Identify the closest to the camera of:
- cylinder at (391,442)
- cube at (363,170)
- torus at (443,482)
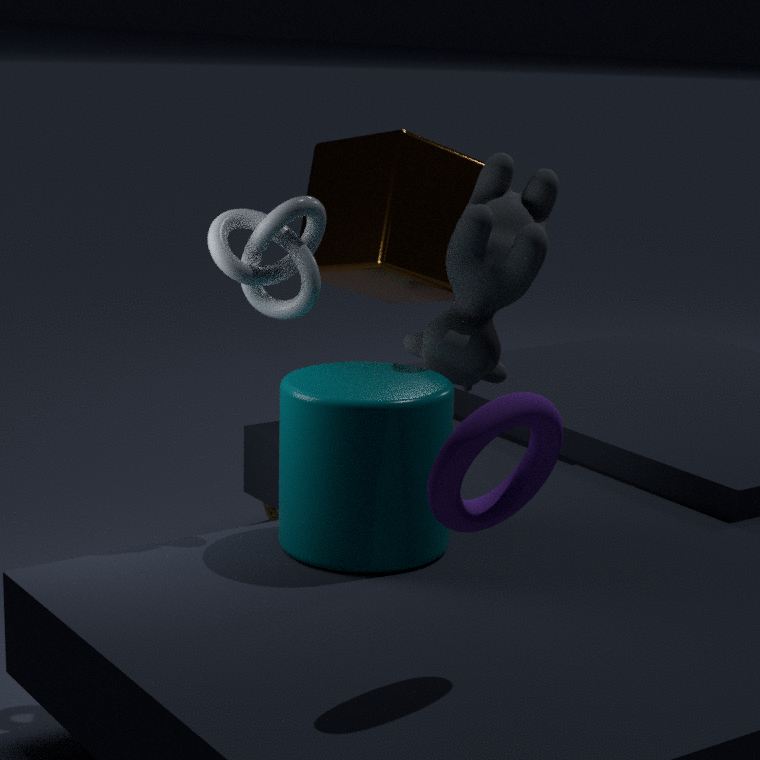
torus at (443,482)
